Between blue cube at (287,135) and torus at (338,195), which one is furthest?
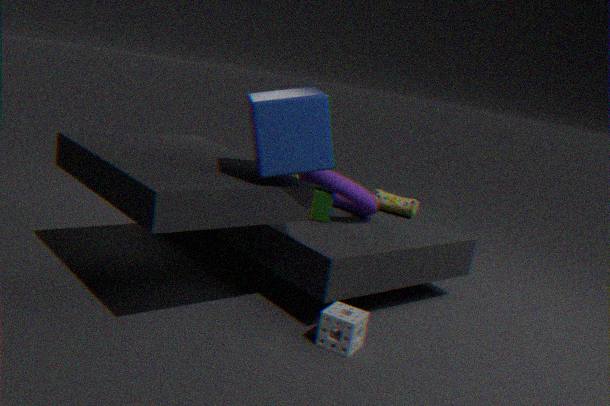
torus at (338,195)
